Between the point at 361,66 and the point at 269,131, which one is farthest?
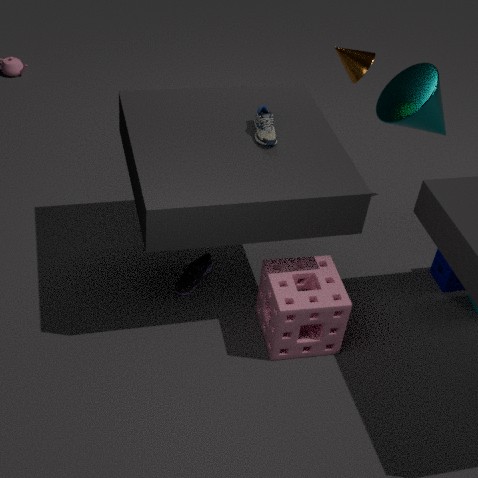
the point at 361,66
